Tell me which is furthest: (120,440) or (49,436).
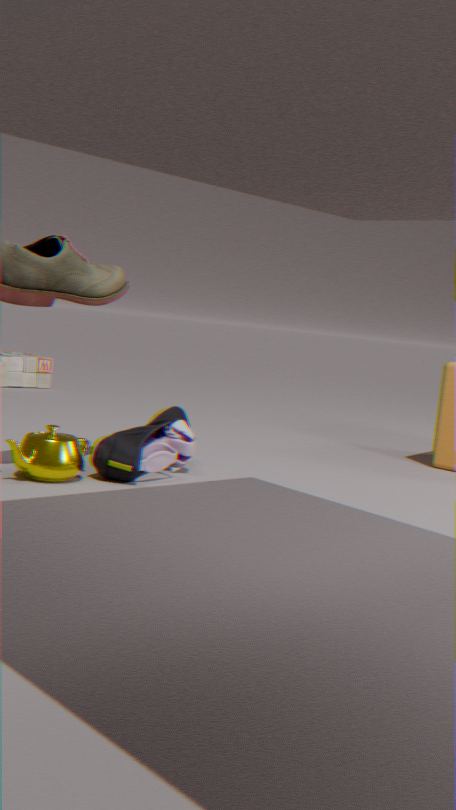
(120,440)
